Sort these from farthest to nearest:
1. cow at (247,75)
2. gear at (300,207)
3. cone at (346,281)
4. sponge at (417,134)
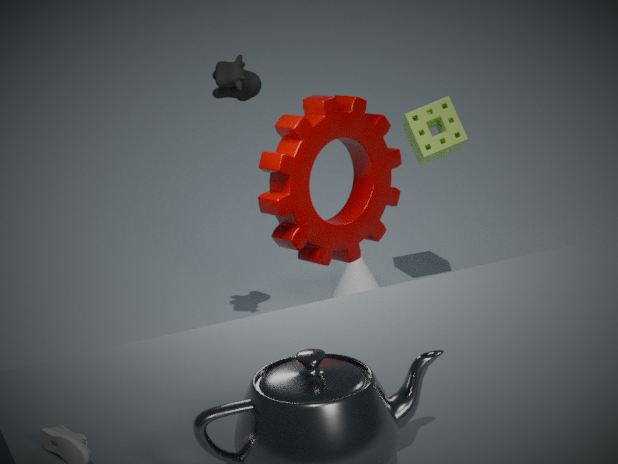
cone at (346,281), sponge at (417,134), cow at (247,75), gear at (300,207)
